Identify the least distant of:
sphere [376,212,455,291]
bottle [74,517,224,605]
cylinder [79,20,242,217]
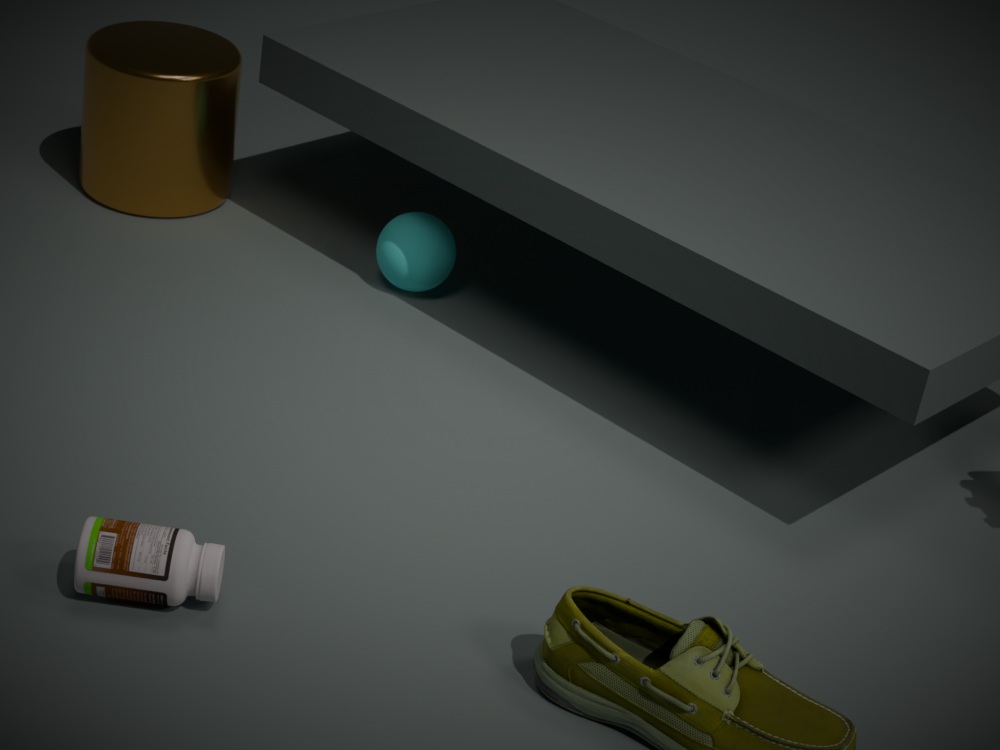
bottle [74,517,224,605]
